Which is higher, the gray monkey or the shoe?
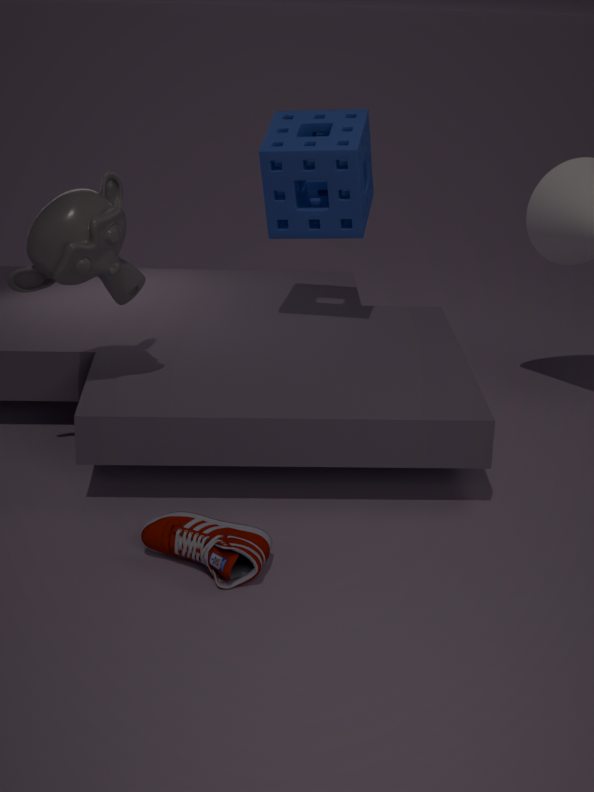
the gray monkey
